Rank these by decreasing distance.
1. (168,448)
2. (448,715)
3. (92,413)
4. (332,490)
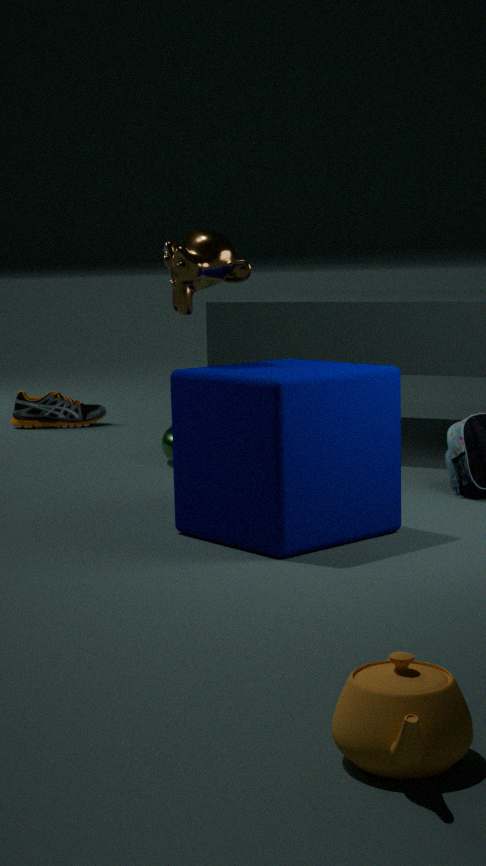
(92,413) → (168,448) → (332,490) → (448,715)
